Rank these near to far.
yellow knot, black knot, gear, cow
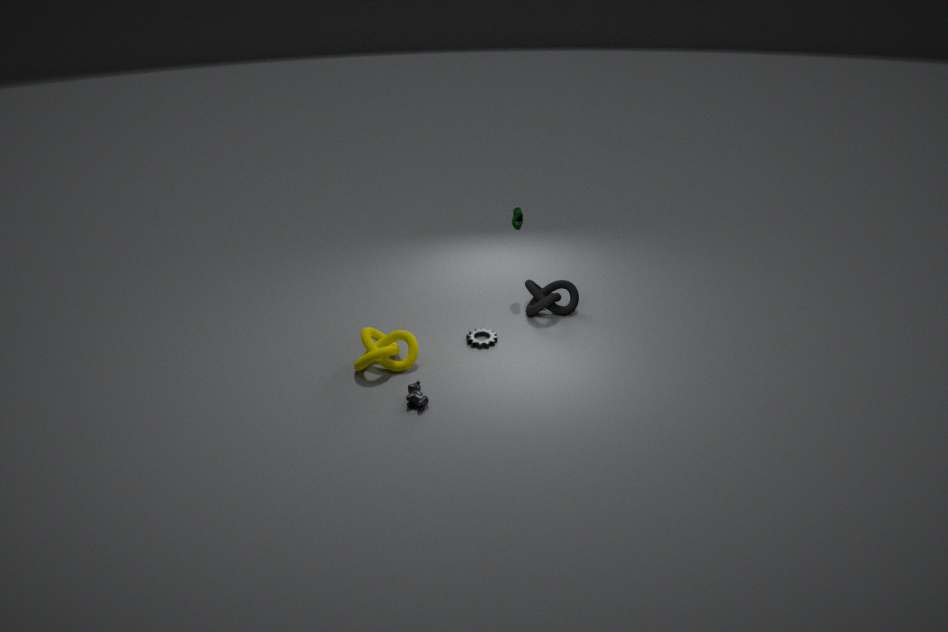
cow, yellow knot, gear, black knot
